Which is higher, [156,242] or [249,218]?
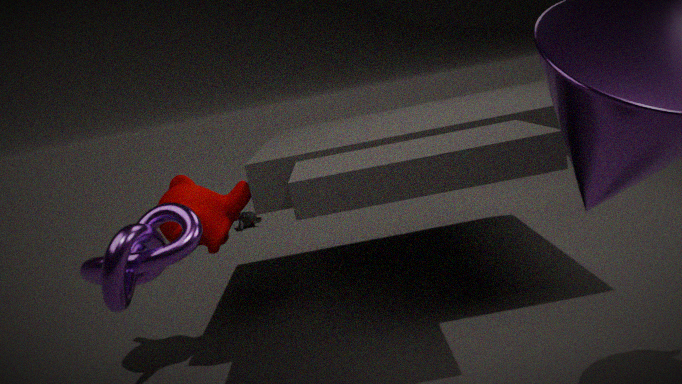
[156,242]
